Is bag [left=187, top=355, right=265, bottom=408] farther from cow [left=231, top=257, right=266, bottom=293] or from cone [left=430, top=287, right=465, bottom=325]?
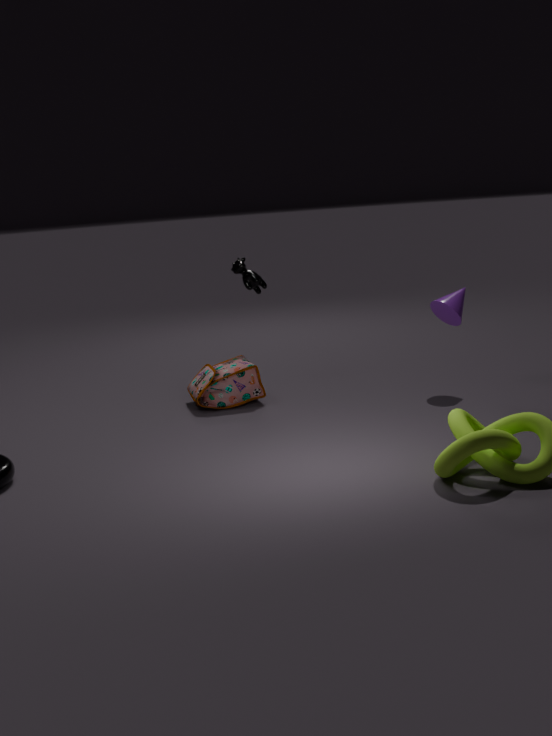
cone [left=430, top=287, right=465, bottom=325]
